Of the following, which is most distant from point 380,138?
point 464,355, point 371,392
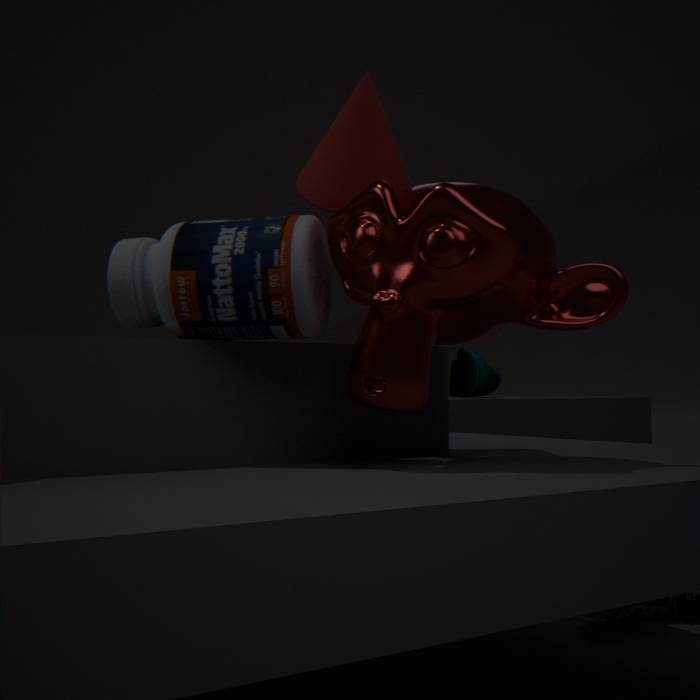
point 464,355
